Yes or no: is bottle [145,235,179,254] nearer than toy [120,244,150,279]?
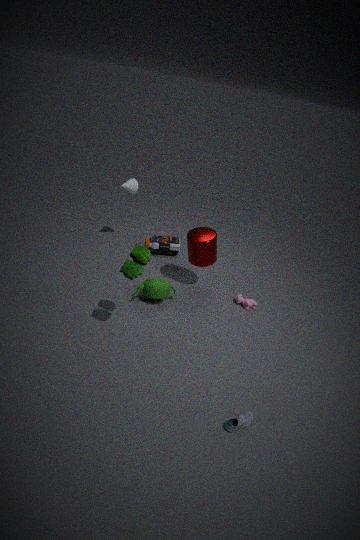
No
